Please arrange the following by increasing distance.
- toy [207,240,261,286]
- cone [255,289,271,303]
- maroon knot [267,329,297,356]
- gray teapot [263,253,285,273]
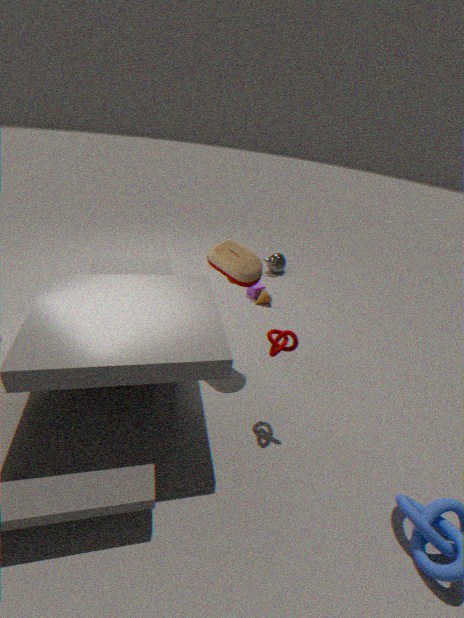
maroon knot [267,329,297,356]
toy [207,240,261,286]
cone [255,289,271,303]
gray teapot [263,253,285,273]
